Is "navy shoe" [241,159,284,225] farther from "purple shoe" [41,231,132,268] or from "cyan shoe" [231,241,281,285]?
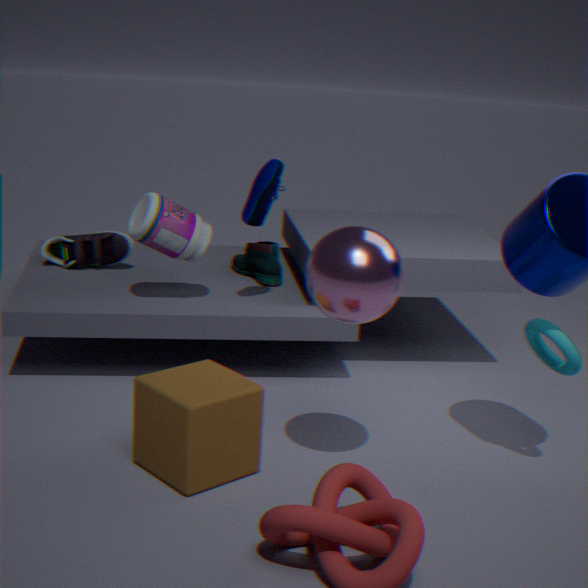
"purple shoe" [41,231,132,268]
